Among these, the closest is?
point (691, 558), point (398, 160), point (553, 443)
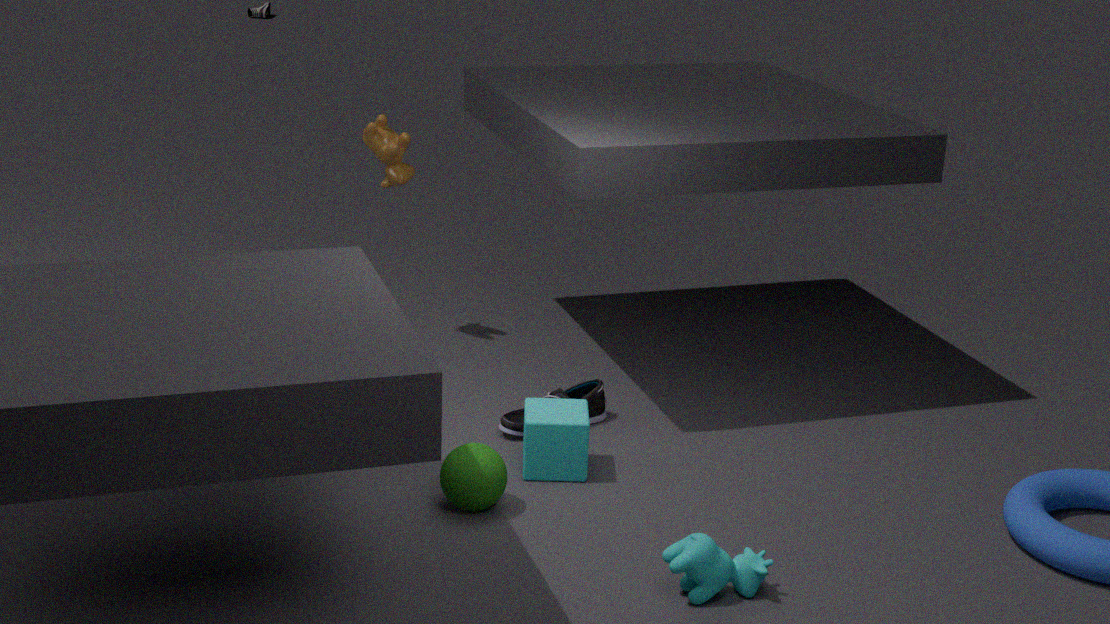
point (691, 558)
